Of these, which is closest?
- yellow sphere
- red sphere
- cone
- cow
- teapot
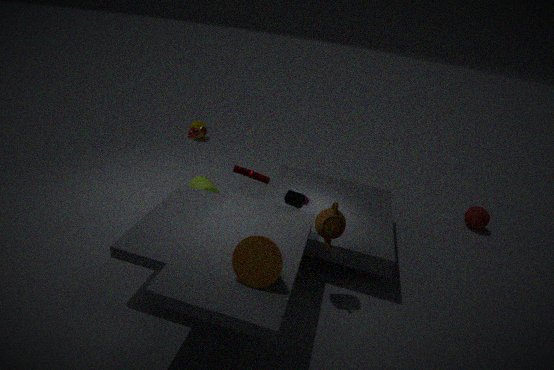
cone
